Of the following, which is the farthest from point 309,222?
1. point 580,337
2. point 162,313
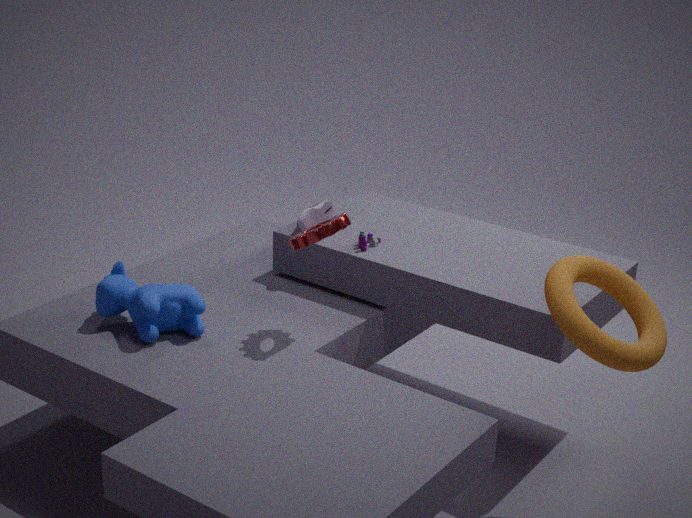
point 580,337
